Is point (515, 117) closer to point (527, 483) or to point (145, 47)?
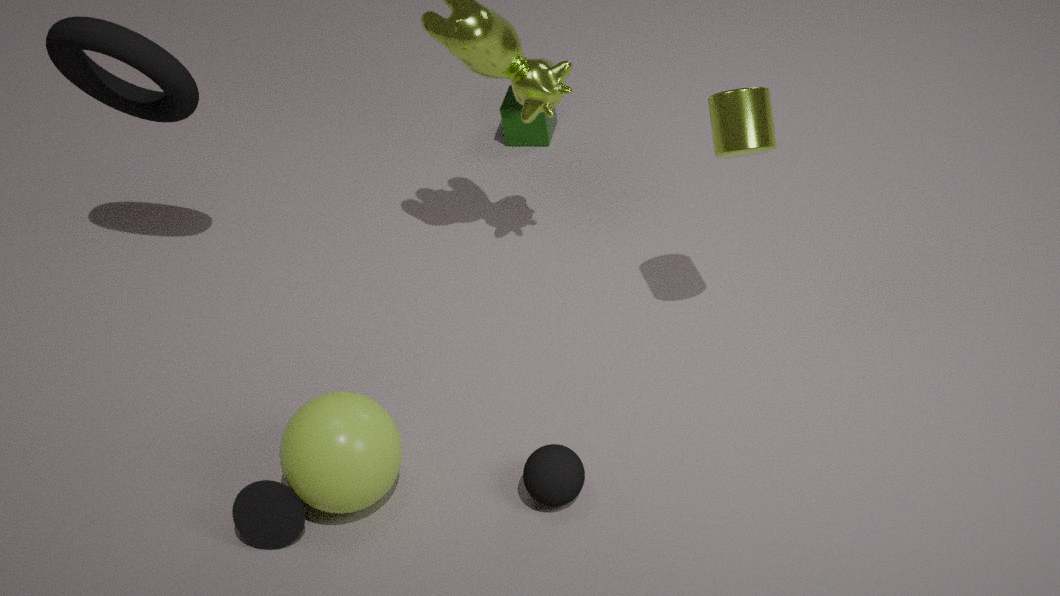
point (145, 47)
